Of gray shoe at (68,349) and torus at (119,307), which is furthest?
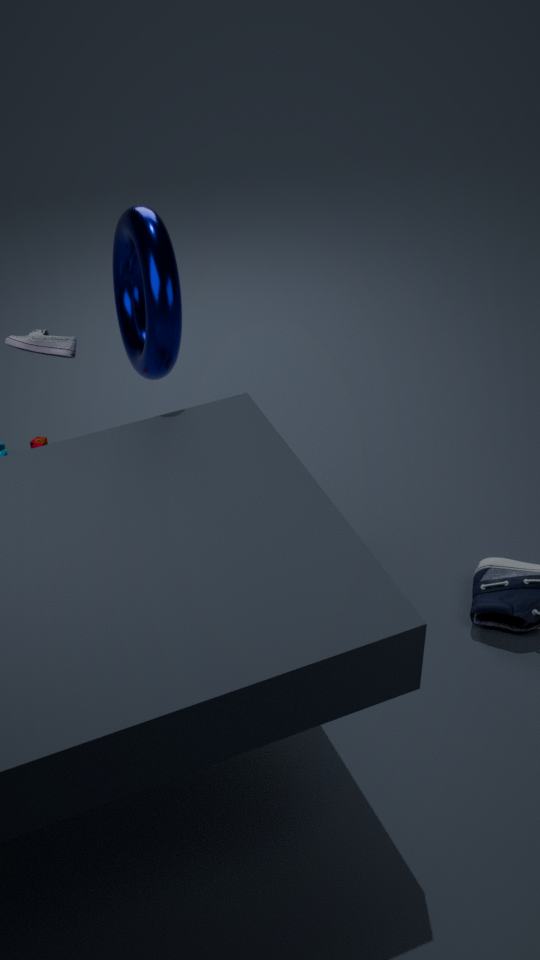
gray shoe at (68,349)
